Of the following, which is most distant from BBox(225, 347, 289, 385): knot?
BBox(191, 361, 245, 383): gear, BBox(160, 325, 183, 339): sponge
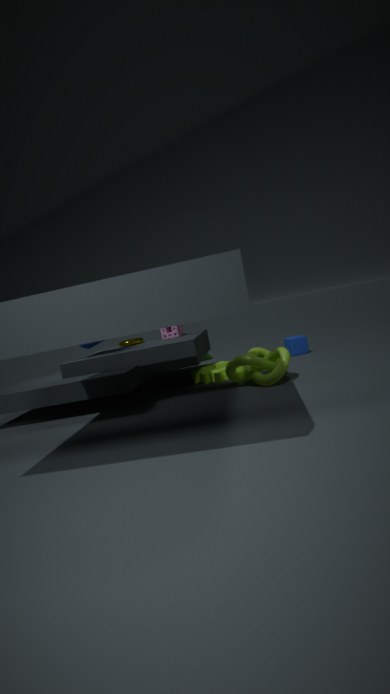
BBox(160, 325, 183, 339): sponge
